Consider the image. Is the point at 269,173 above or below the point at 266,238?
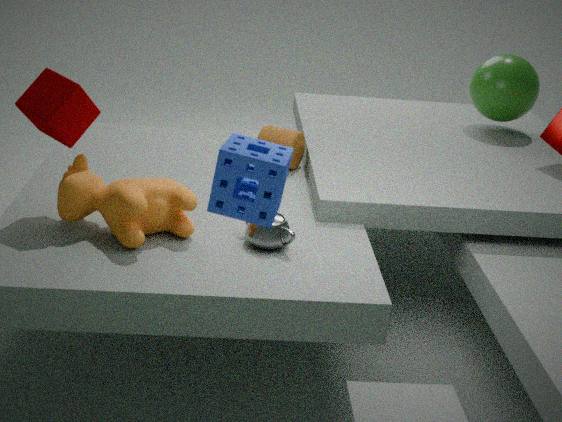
above
